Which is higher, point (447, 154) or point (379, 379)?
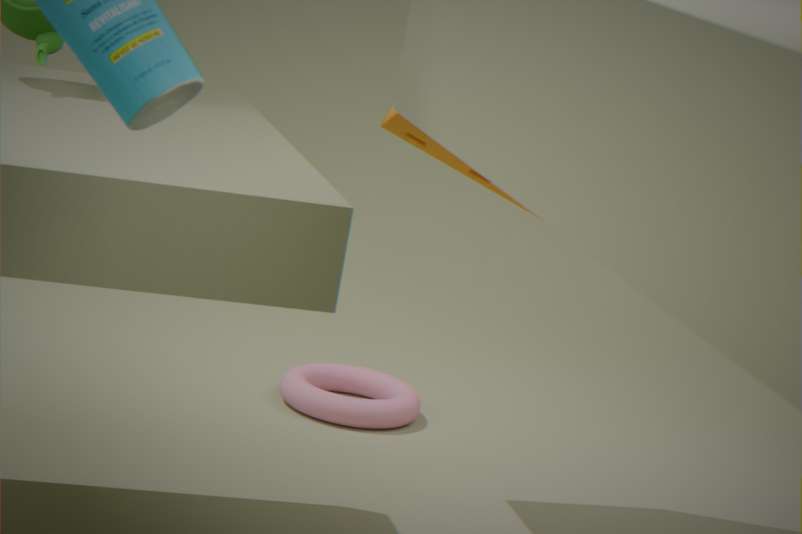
point (447, 154)
